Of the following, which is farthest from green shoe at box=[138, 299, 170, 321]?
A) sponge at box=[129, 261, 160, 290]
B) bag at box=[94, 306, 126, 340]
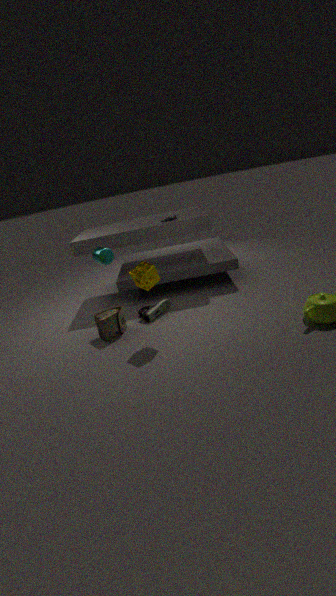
sponge at box=[129, 261, 160, 290]
